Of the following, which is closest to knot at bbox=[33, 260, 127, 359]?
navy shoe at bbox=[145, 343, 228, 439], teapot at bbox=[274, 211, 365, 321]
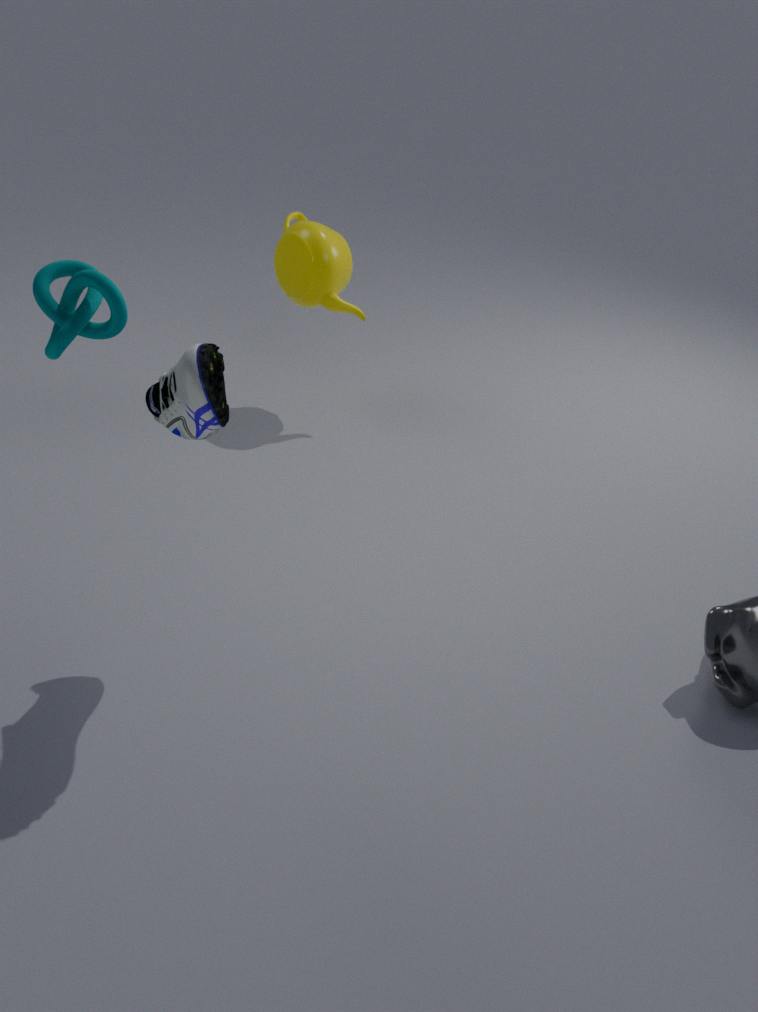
navy shoe at bbox=[145, 343, 228, 439]
